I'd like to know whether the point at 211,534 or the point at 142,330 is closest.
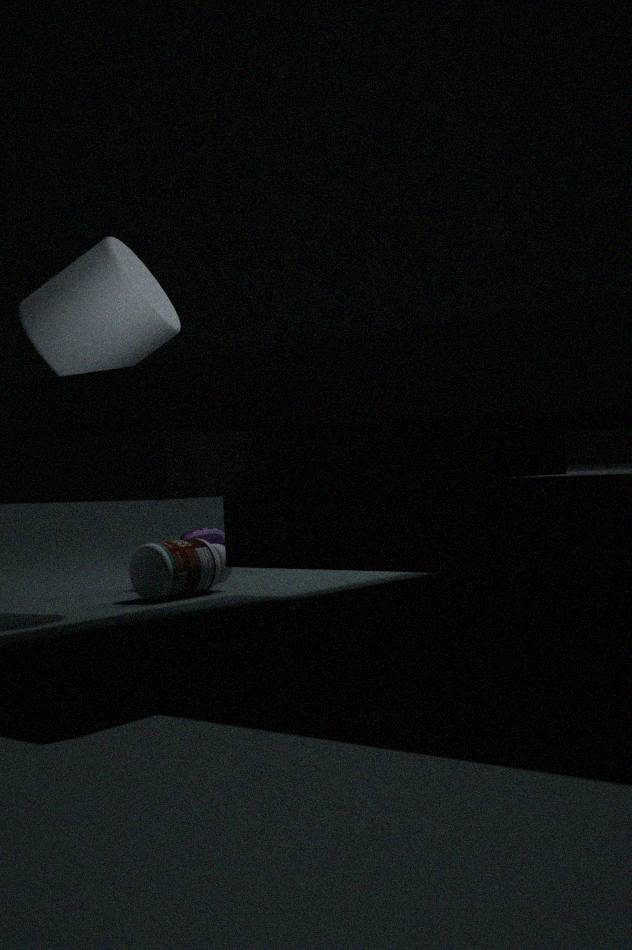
the point at 142,330
